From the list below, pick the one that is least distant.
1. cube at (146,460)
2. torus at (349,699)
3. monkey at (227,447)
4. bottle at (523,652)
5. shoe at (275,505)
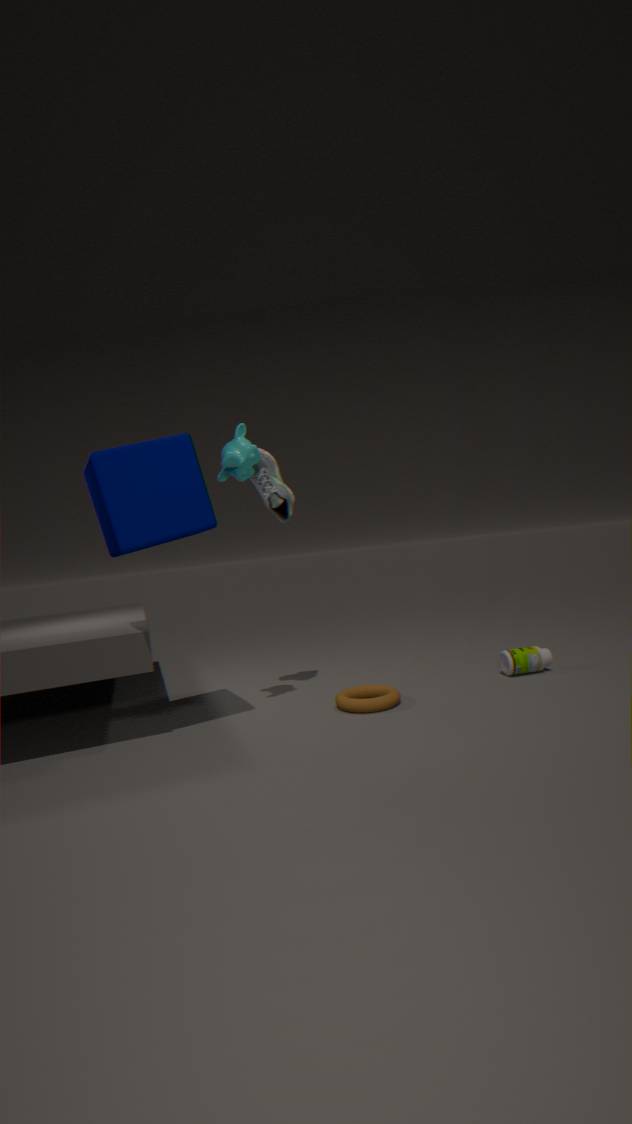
cube at (146,460)
